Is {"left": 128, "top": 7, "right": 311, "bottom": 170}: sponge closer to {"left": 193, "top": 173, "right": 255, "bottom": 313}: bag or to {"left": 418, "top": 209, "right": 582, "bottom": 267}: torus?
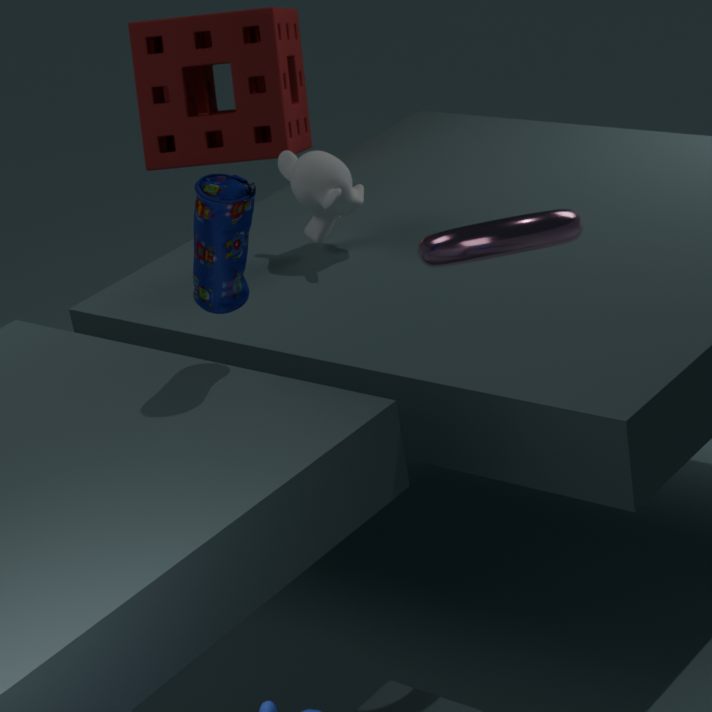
{"left": 193, "top": 173, "right": 255, "bottom": 313}: bag
